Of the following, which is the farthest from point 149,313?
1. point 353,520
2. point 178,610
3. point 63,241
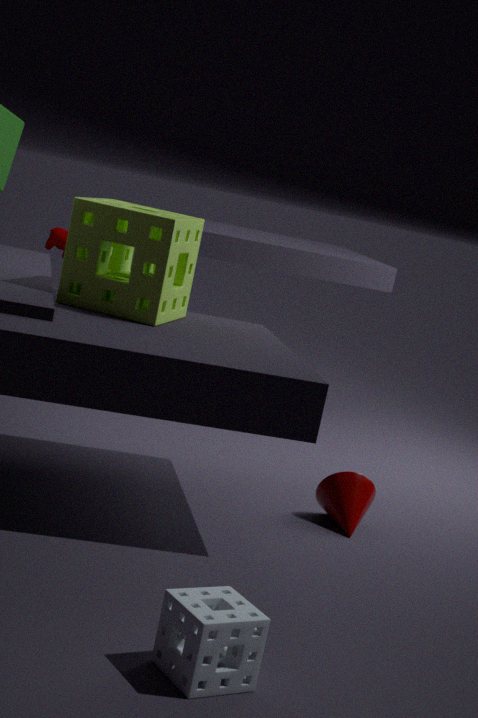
point 63,241
